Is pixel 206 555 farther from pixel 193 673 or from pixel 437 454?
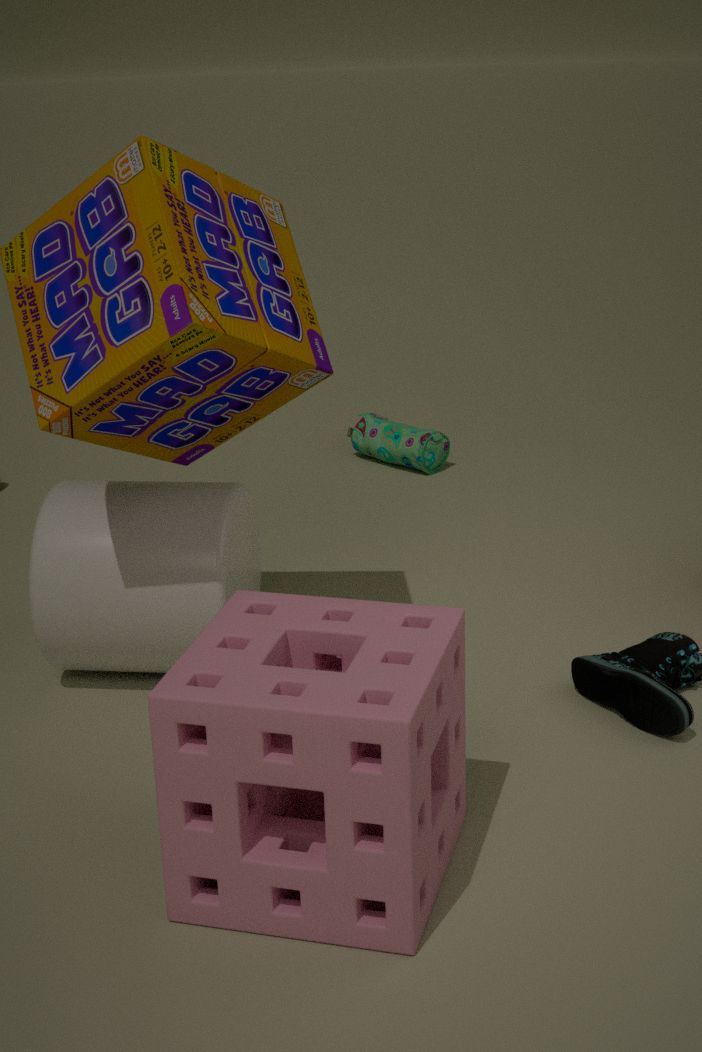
pixel 437 454
